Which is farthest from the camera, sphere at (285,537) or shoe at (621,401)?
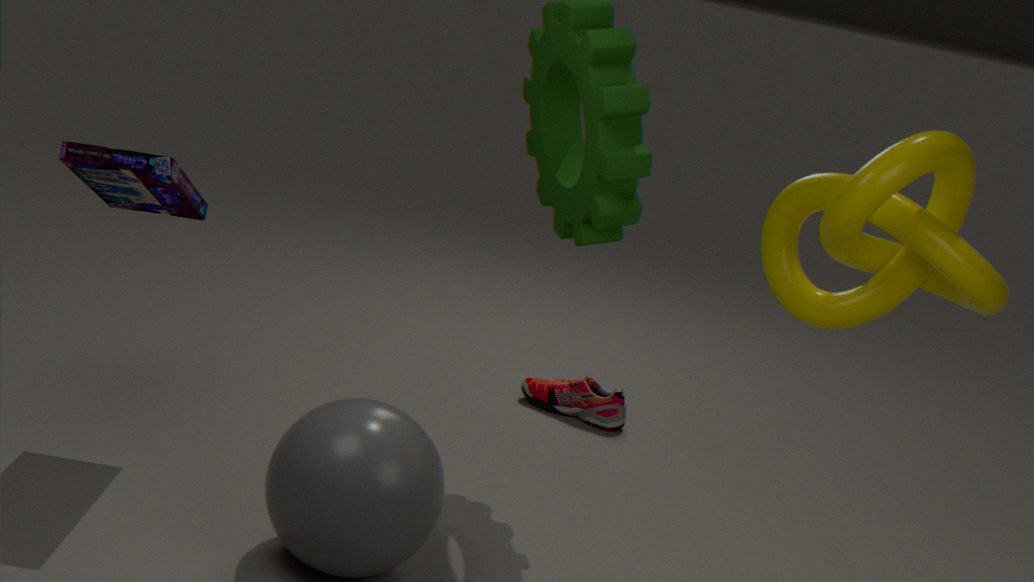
shoe at (621,401)
